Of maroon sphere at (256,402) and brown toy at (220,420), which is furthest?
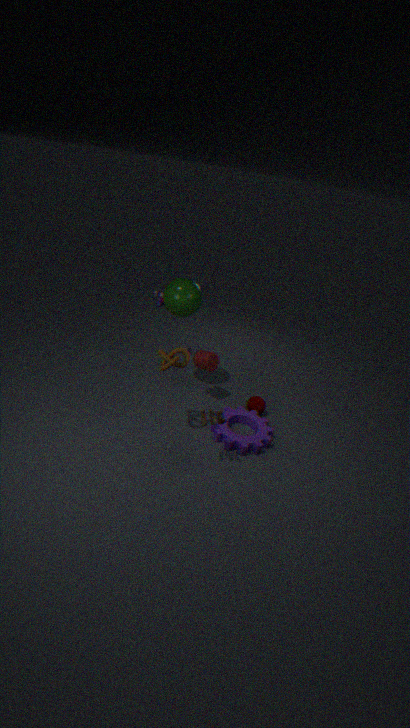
maroon sphere at (256,402)
